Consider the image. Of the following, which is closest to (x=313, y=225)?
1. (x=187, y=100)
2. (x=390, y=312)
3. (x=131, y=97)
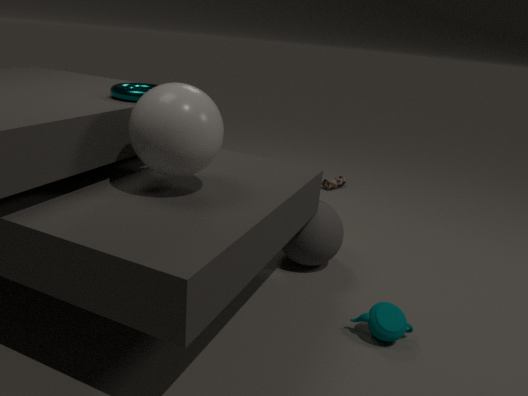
(x=390, y=312)
